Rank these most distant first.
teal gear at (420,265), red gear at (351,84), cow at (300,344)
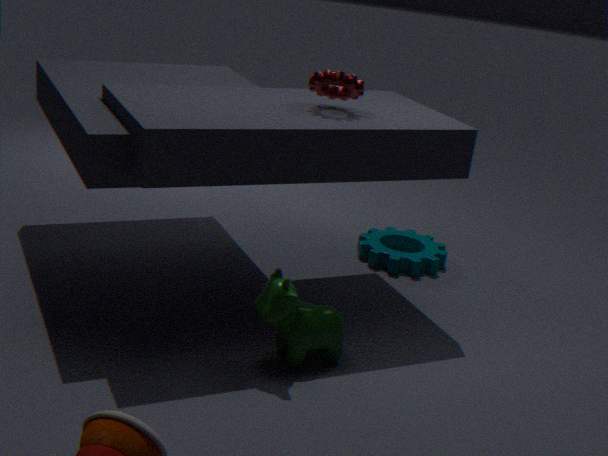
teal gear at (420,265)
red gear at (351,84)
cow at (300,344)
